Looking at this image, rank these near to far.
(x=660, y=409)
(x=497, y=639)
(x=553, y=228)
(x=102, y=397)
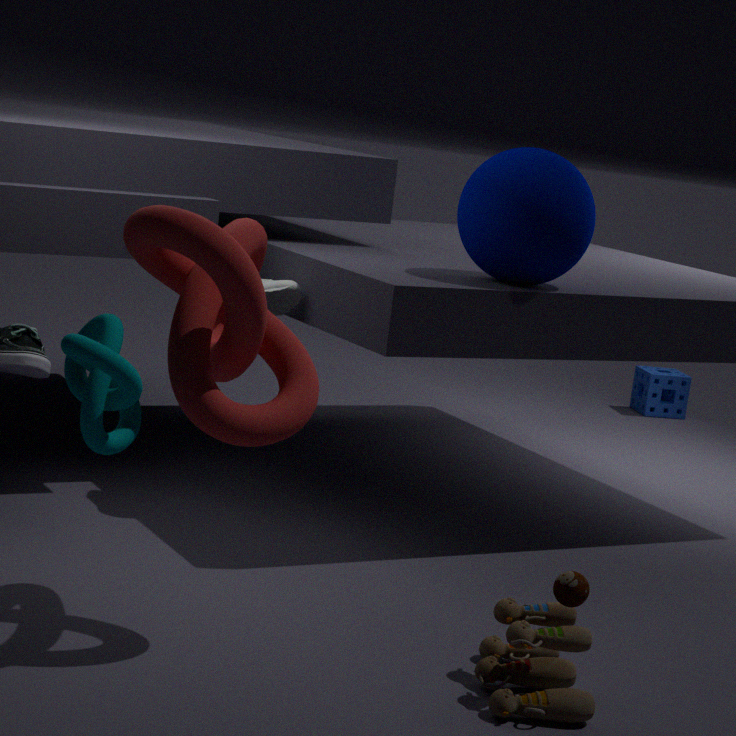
(x=102, y=397)
(x=497, y=639)
(x=553, y=228)
(x=660, y=409)
